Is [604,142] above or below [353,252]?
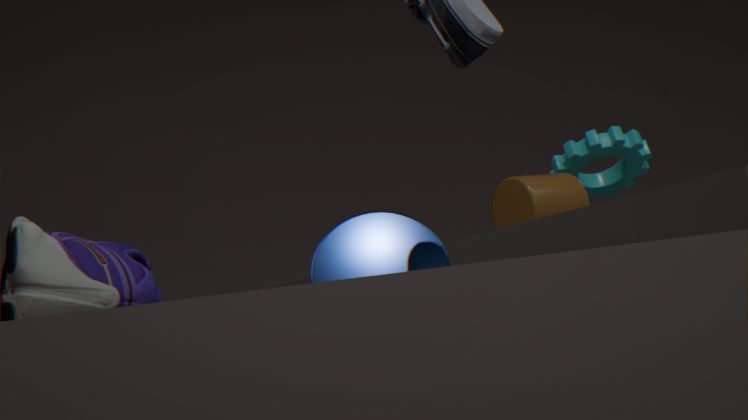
above
